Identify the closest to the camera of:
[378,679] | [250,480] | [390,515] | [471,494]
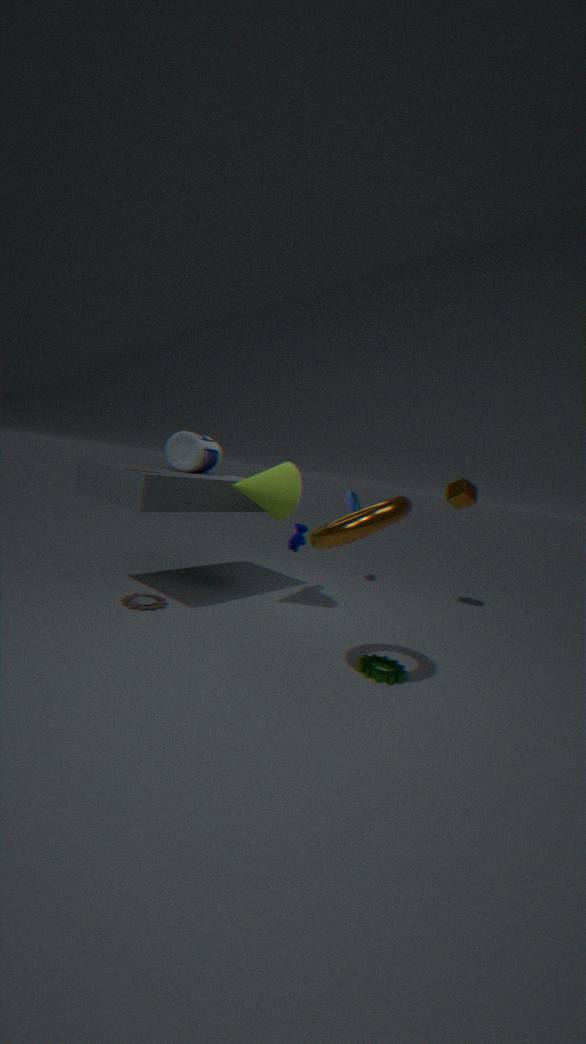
[390,515]
